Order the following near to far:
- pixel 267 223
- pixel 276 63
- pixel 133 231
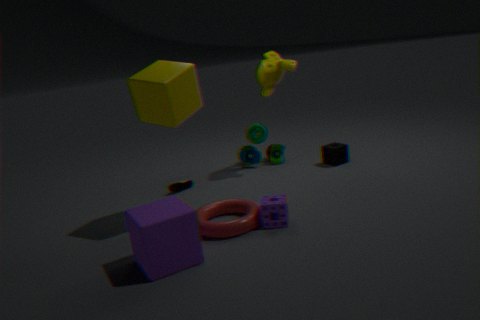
pixel 133 231, pixel 267 223, pixel 276 63
